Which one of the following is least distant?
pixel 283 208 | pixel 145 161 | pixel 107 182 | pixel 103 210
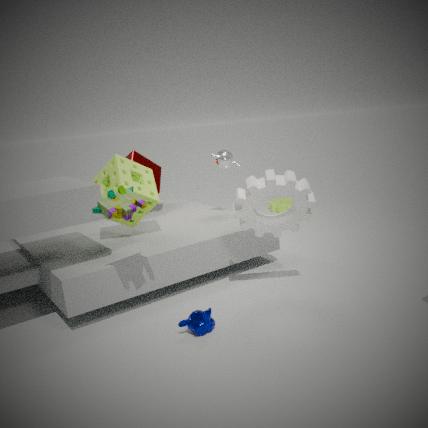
pixel 103 210
